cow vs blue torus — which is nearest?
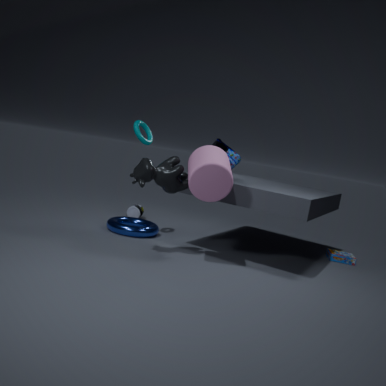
cow
